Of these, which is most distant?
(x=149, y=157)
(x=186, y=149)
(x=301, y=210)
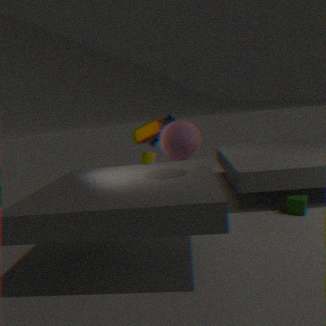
(x=149, y=157)
